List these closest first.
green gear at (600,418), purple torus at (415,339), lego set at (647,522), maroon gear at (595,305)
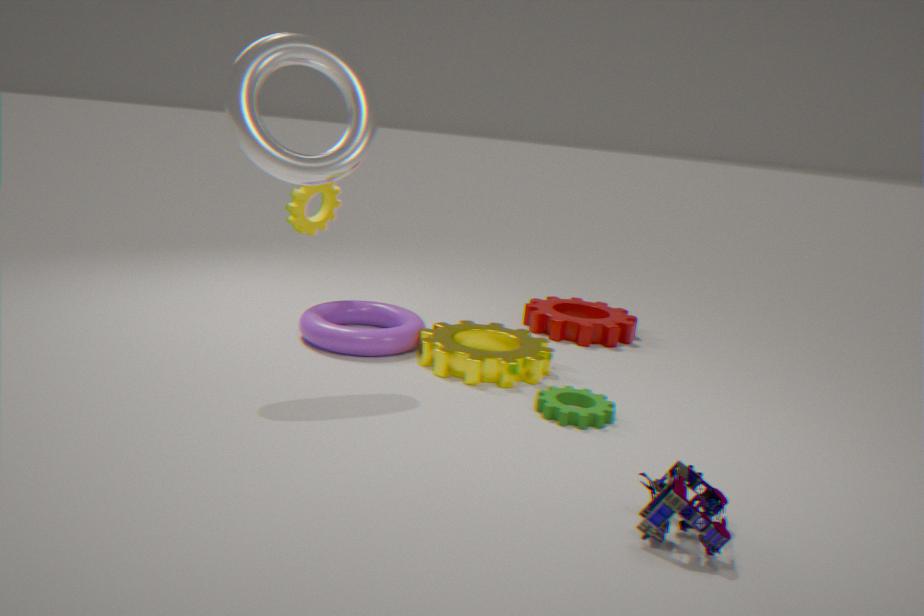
lego set at (647,522) < green gear at (600,418) < purple torus at (415,339) < maroon gear at (595,305)
